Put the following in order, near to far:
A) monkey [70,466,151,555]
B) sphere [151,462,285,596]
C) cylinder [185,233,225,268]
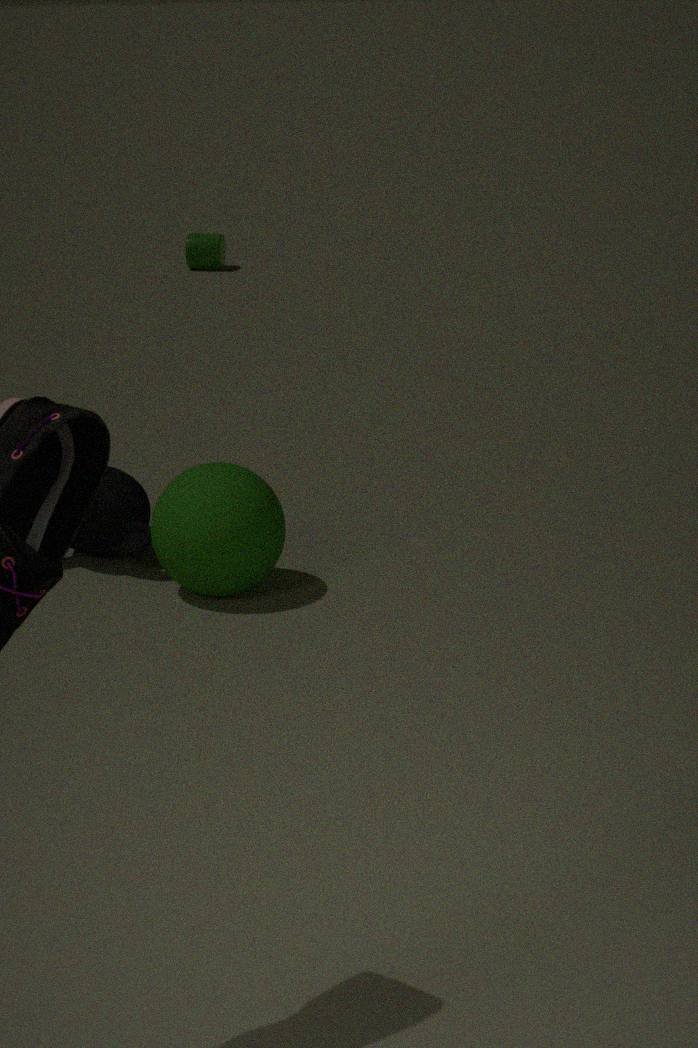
B. sphere [151,462,285,596] < A. monkey [70,466,151,555] < C. cylinder [185,233,225,268]
